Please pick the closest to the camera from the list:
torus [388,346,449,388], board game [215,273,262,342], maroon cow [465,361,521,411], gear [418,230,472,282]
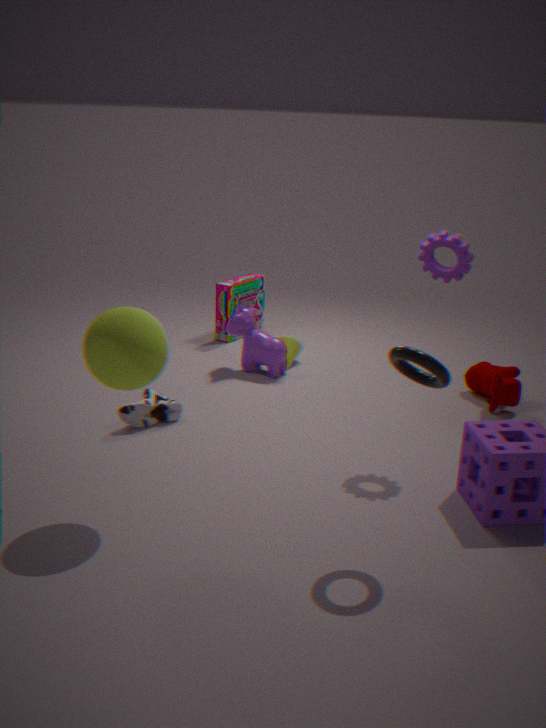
torus [388,346,449,388]
